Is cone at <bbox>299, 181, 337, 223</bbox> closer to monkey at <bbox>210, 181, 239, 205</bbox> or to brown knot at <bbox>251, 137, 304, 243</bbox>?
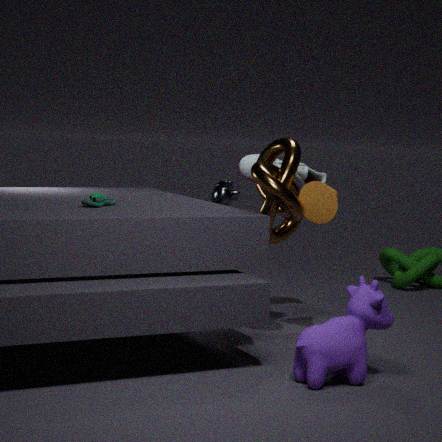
brown knot at <bbox>251, 137, 304, 243</bbox>
